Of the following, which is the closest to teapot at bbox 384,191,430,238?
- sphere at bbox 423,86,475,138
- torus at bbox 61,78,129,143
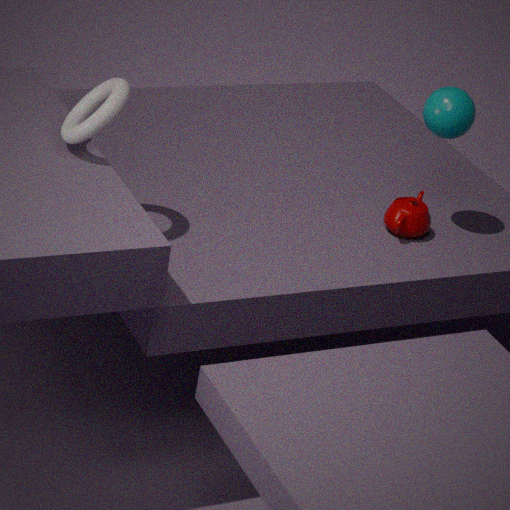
sphere at bbox 423,86,475,138
